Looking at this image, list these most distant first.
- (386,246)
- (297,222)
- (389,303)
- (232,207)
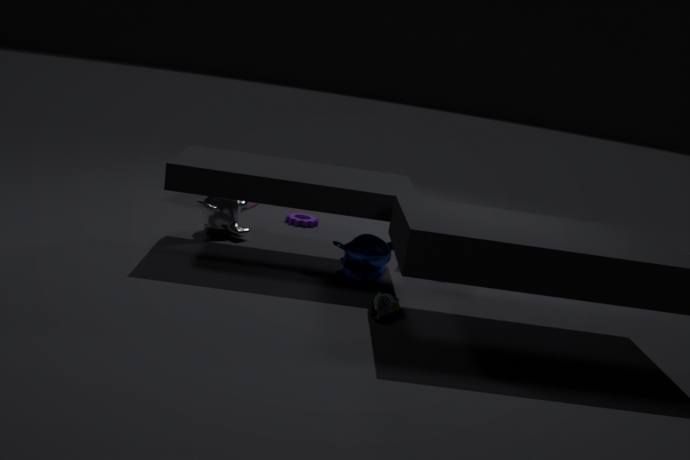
1. (297,222)
2. (232,207)
3. (386,246)
4. (389,303)
